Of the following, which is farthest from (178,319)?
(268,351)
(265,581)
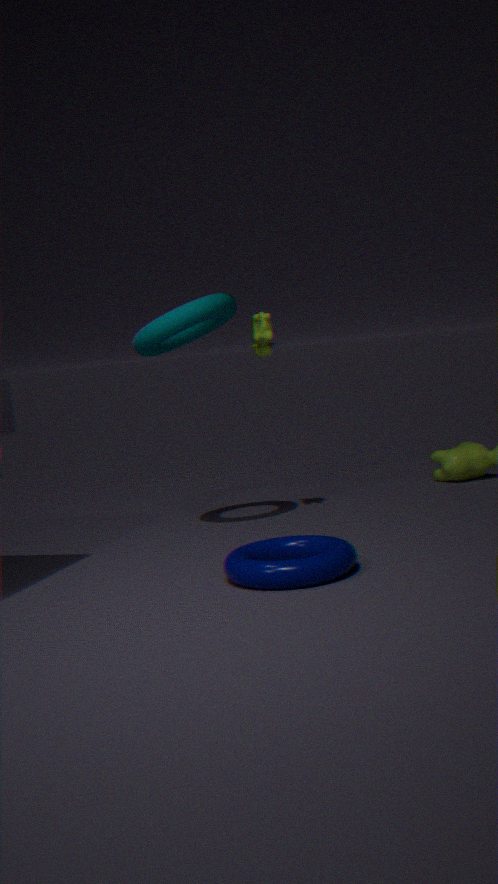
(265,581)
